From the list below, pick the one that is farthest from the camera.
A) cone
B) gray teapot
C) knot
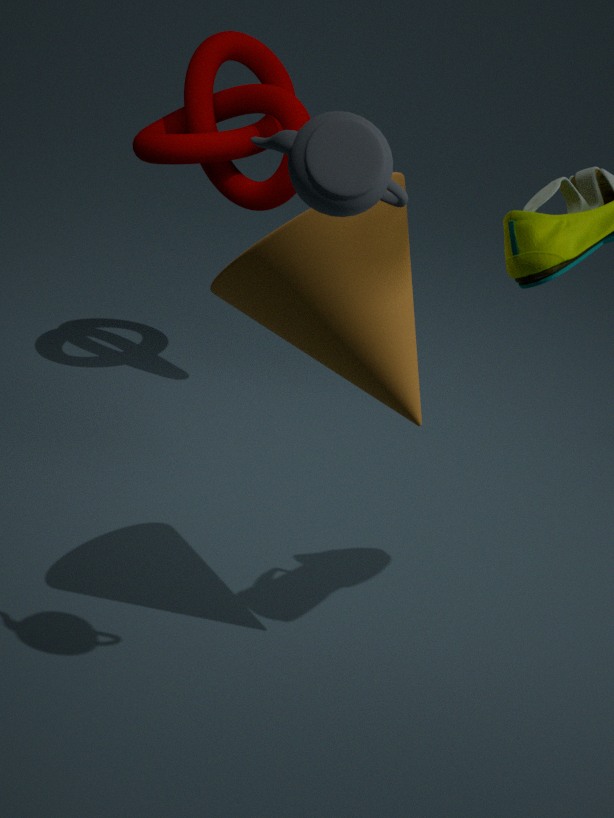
knot
